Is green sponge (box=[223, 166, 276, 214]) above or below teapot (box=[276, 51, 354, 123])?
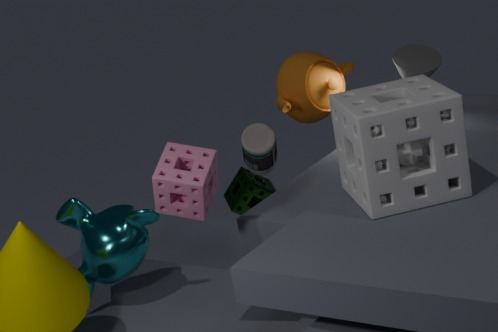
below
